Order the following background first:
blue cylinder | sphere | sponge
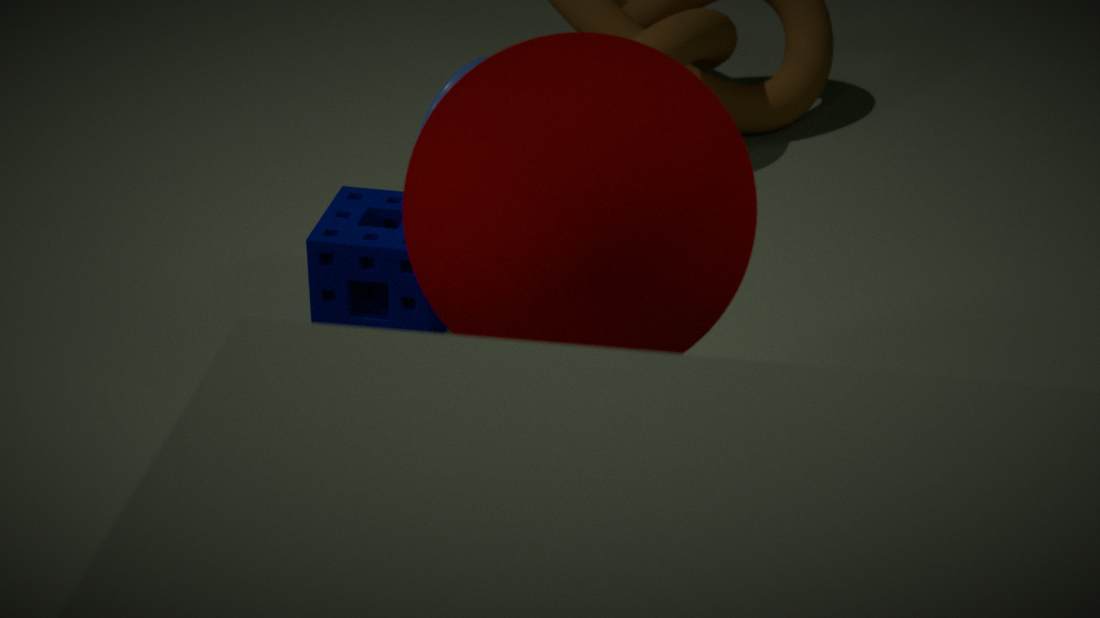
sponge, blue cylinder, sphere
